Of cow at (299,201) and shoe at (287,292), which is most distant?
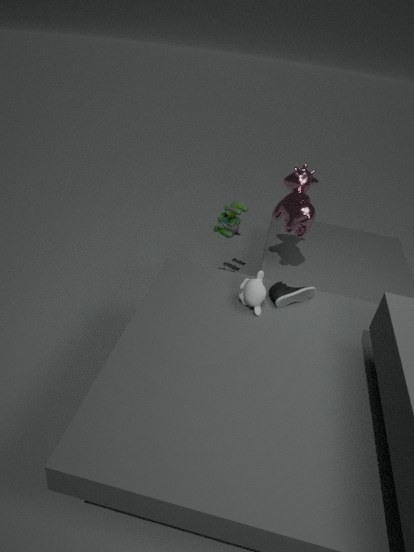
cow at (299,201)
